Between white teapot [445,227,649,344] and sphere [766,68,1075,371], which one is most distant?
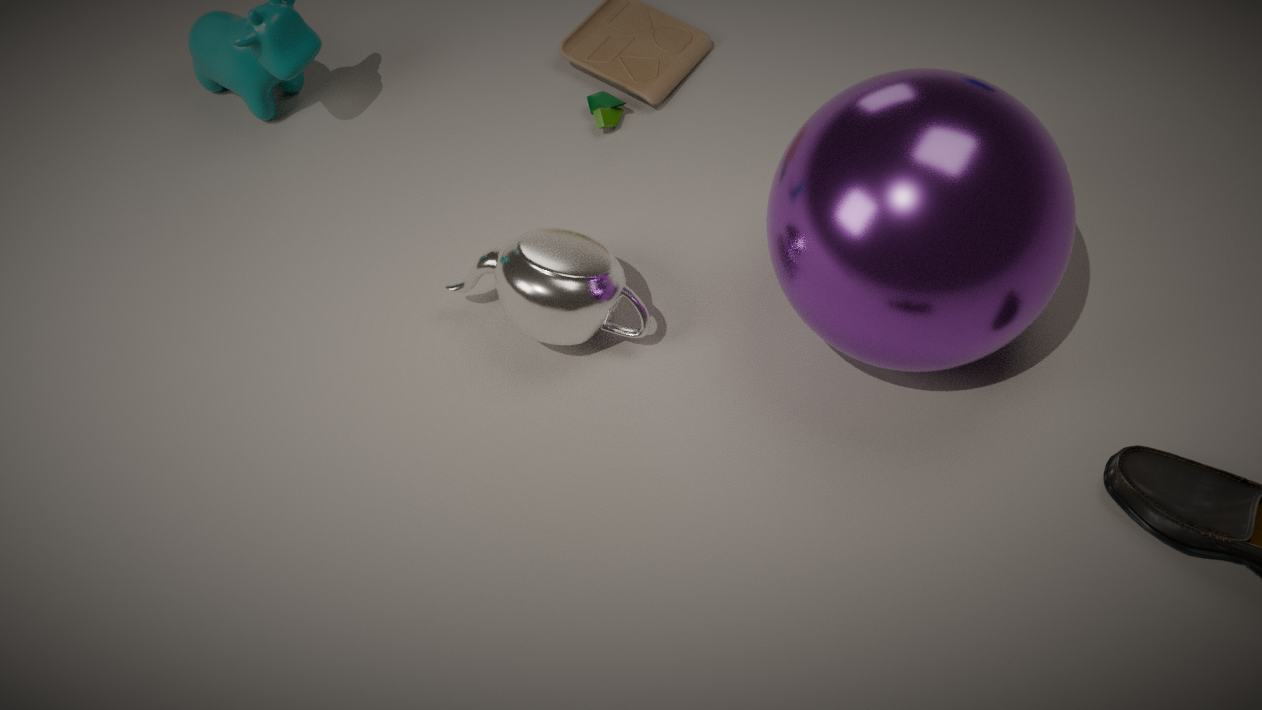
white teapot [445,227,649,344]
